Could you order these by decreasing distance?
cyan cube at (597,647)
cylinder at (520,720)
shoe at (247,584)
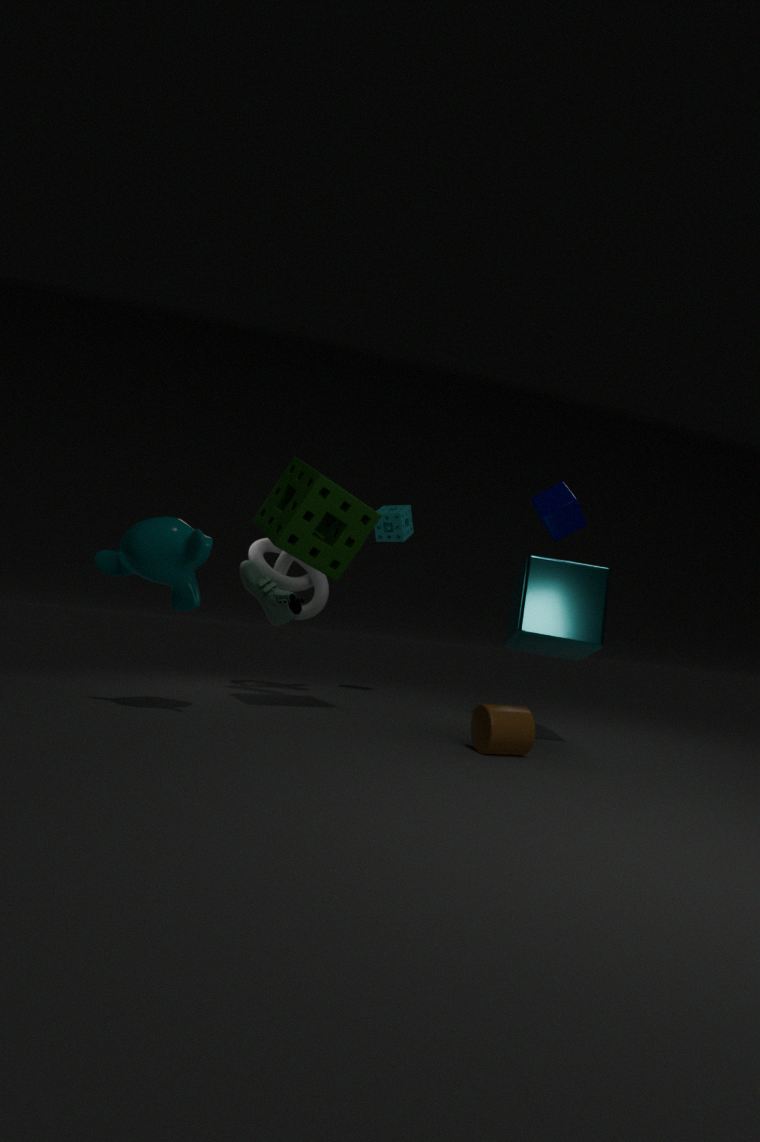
shoe at (247,584)
cyan cube at (597,647)
cylinder at (520,720)
